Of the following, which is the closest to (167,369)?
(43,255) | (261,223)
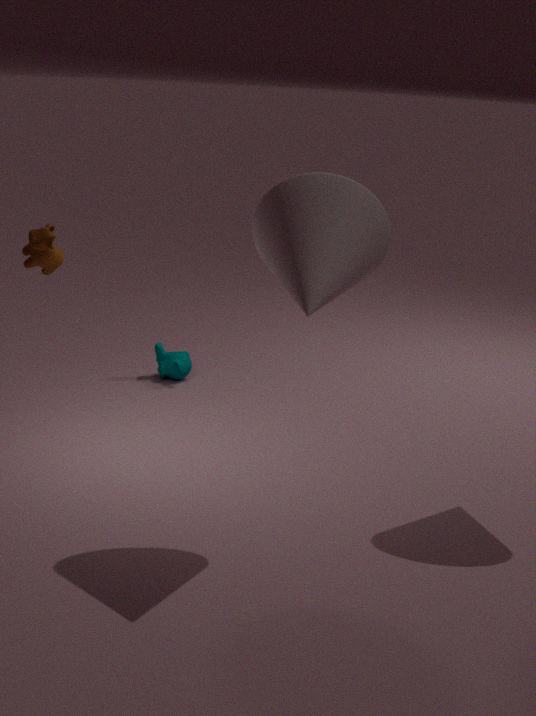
(43,255)
